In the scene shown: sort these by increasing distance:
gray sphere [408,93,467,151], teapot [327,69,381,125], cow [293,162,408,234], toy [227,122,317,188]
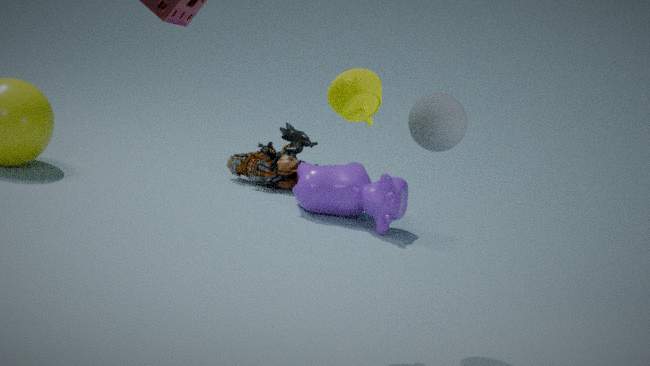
teapot [327,69,381,125], gray sphere [408,93,467,151], cow [293,162,408,234], toy [227,122,317,188]
